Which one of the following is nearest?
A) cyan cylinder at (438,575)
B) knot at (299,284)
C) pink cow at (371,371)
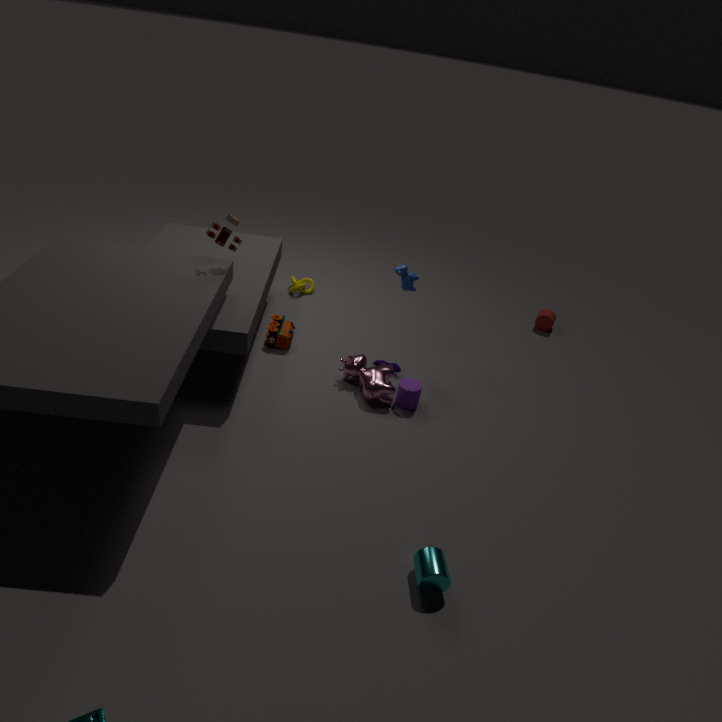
cyan cylinder at (438,575)
